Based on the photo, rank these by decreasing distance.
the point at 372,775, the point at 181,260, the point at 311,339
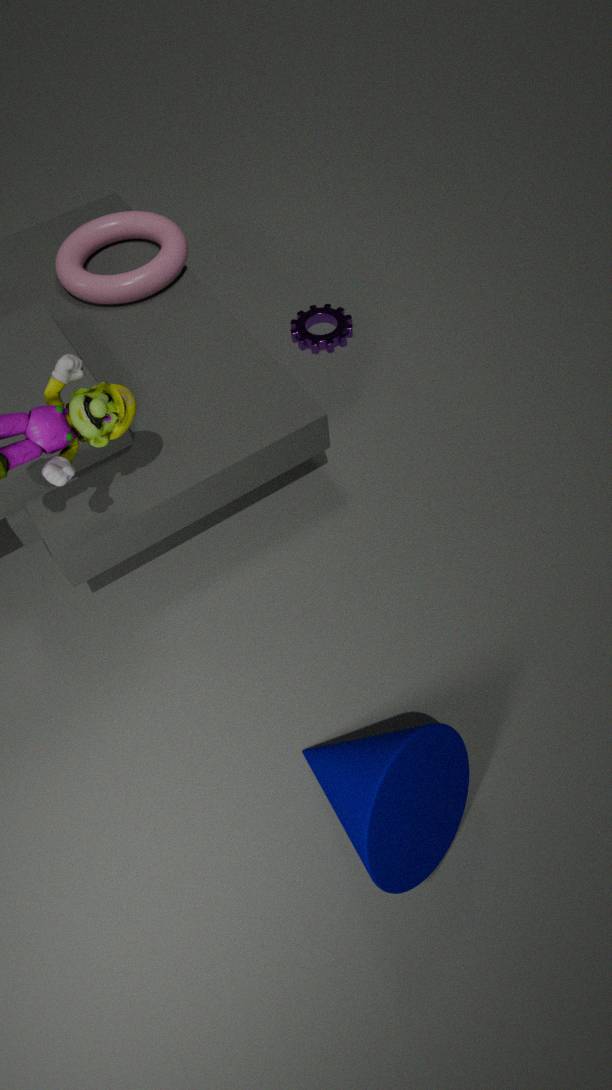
the point at 311,339
the point at 181,260
the point at 372,775
